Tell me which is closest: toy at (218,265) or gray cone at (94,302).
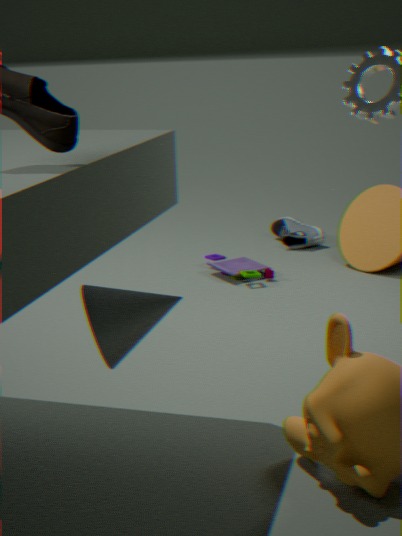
gray cone at (94,302)
